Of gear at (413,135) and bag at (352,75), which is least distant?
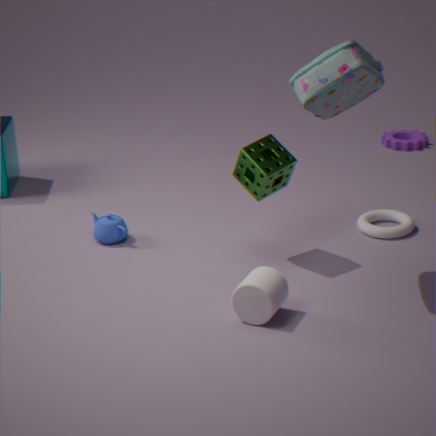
bag at (352,75)
